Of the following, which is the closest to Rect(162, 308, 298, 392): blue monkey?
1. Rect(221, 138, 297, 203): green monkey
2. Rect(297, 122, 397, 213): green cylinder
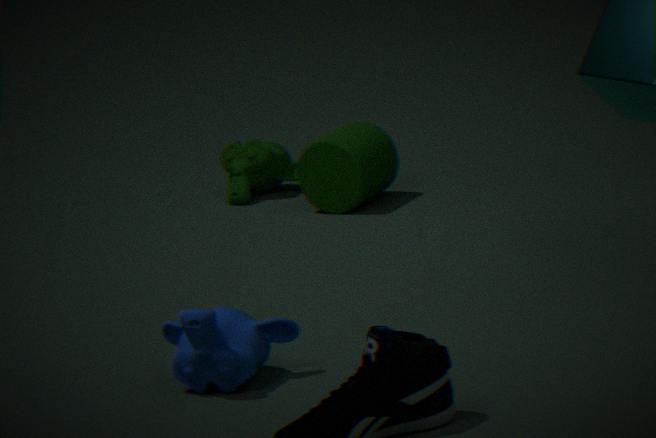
Rect(297, 122, 397, 213): green cylinder
